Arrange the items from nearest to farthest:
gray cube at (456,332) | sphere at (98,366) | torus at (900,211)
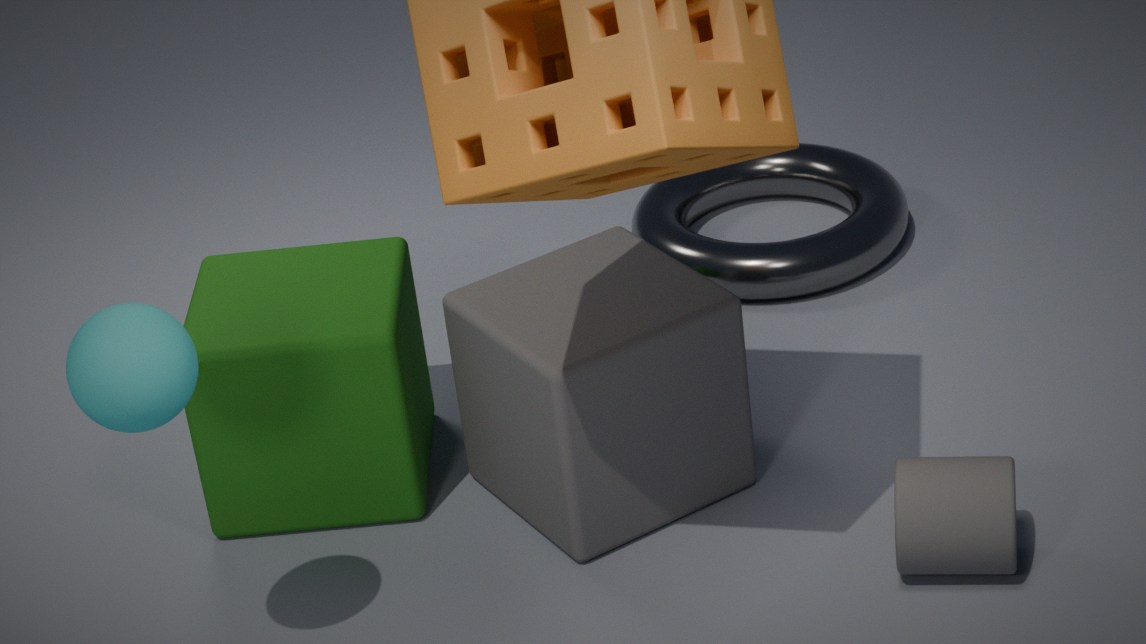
sphere at (98,366) < gray cube at (456,332) < torus at (900,211)
